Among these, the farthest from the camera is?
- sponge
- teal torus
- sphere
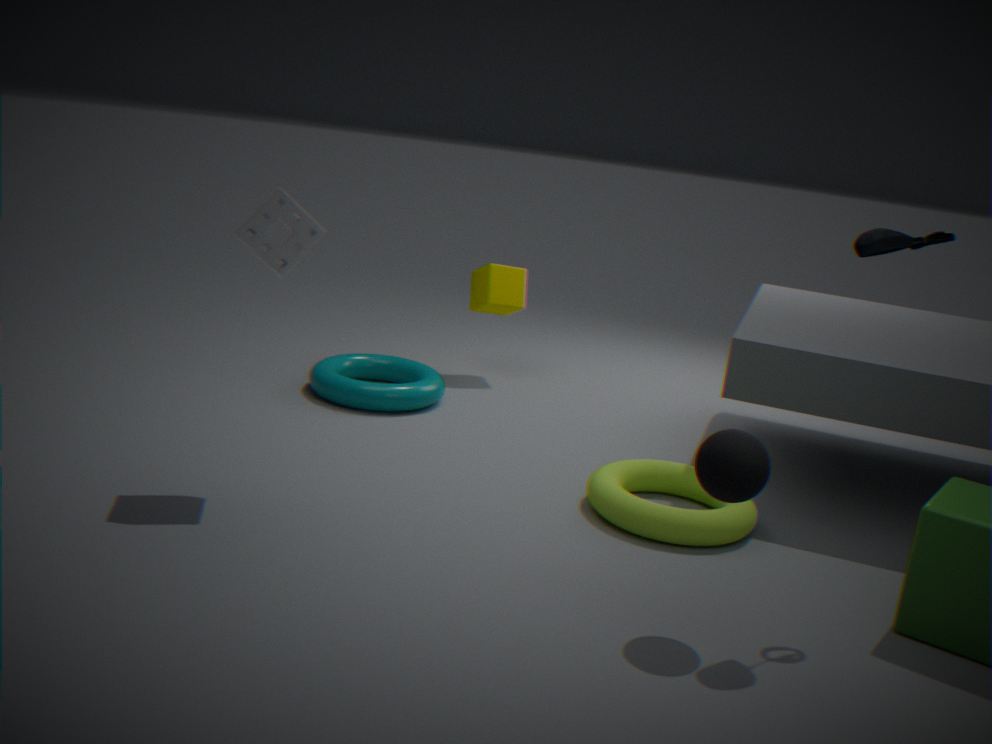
teal torus
